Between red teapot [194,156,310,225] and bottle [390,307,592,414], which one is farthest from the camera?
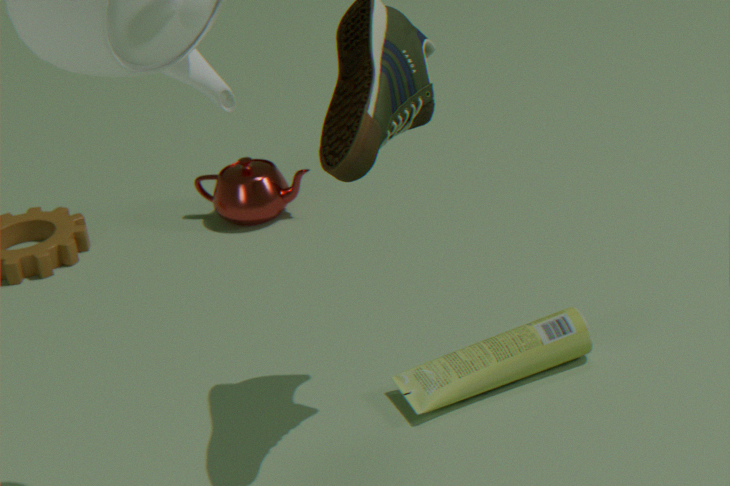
red teapot [194,156,310,225]
